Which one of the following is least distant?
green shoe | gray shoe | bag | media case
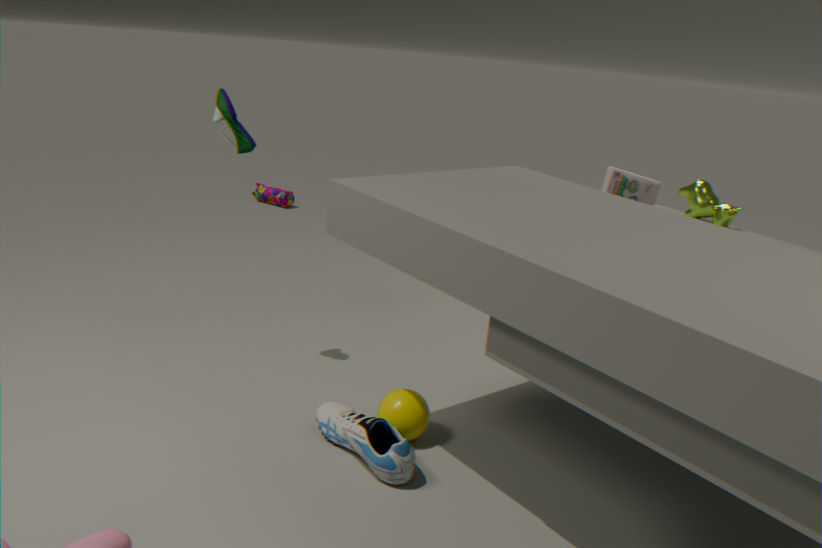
gray shoe
